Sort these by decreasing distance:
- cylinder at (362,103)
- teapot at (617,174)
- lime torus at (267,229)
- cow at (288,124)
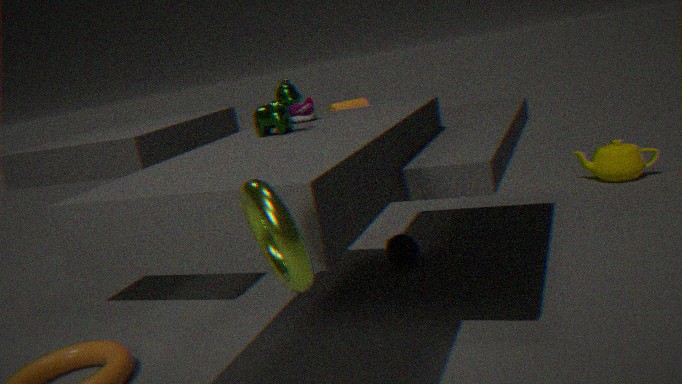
teapot at (617,174) → cylinder at (362,103) → cow at (288,124) → lime torus at (267,229)
